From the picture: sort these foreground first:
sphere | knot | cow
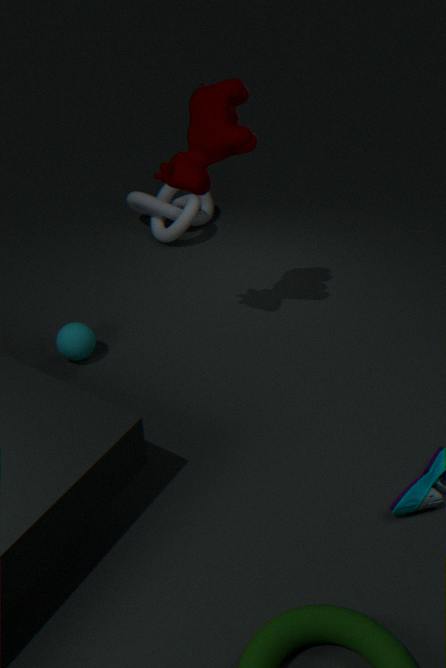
cow
sphere
knot
